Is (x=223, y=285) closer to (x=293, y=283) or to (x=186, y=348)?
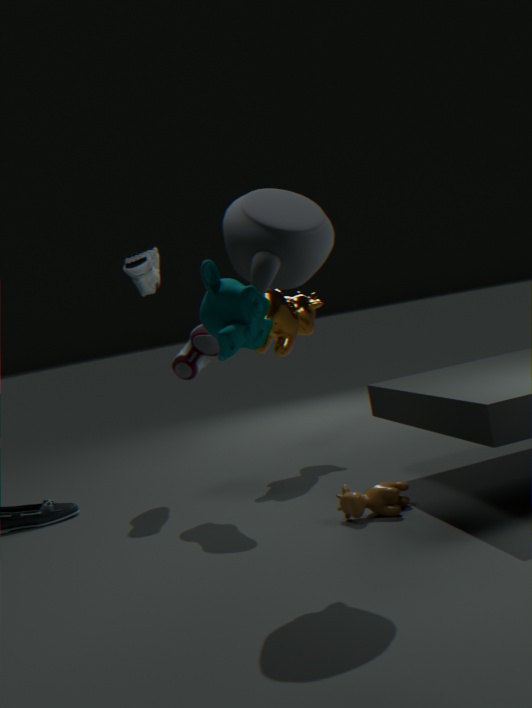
(x=293, y=283)
